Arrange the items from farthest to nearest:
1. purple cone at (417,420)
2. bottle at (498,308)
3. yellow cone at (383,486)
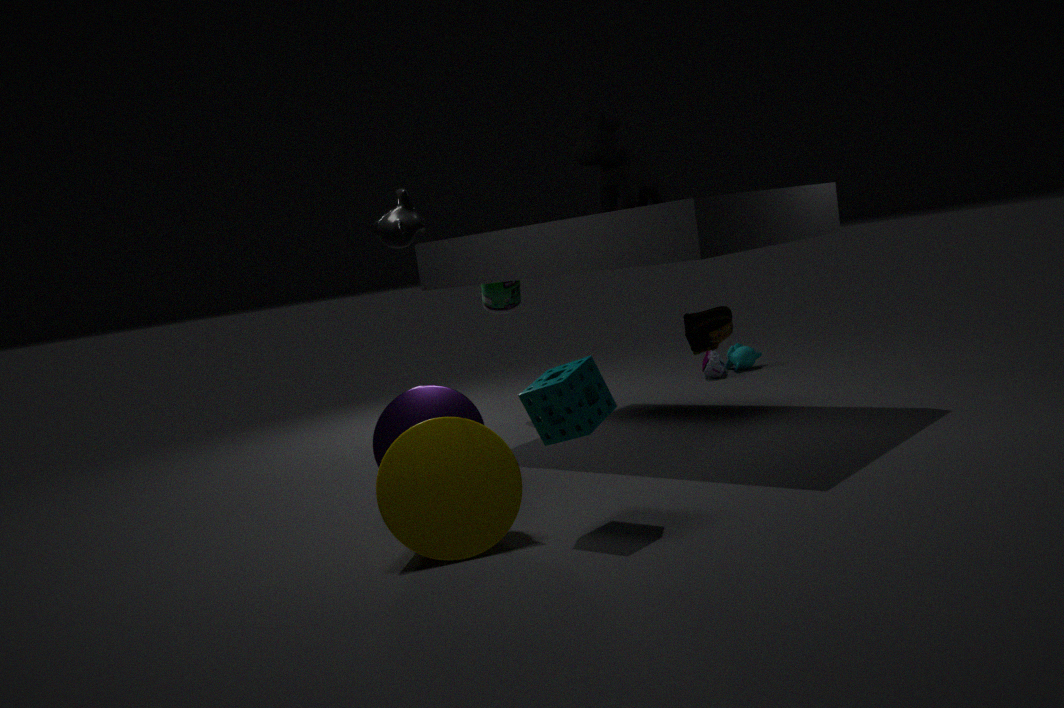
bottle at (498,308) < purple cone at (417,420) < yellow cone at (383,486)
